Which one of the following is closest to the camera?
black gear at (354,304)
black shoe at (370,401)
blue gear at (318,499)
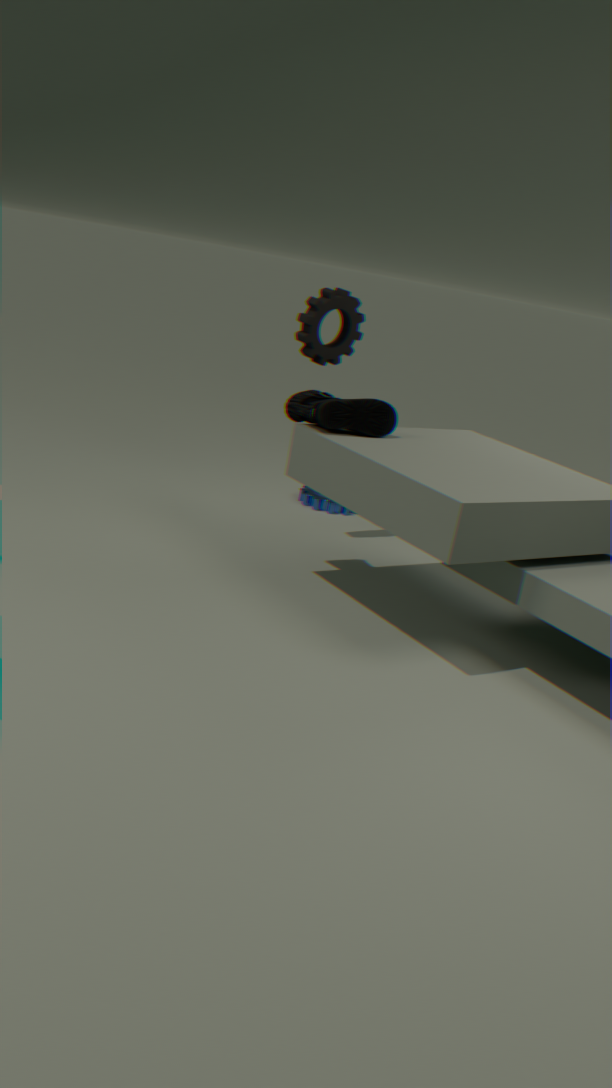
black shoe at (370,401)
